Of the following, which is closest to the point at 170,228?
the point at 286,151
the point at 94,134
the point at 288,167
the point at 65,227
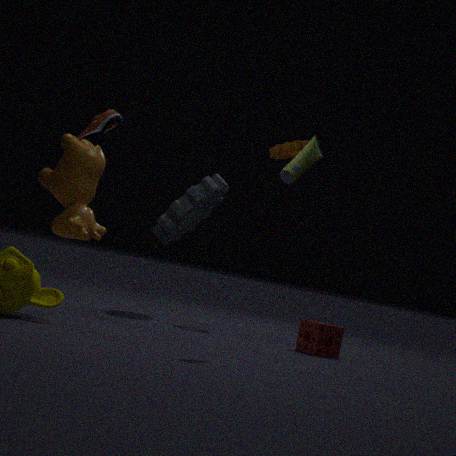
the point at 286,151
